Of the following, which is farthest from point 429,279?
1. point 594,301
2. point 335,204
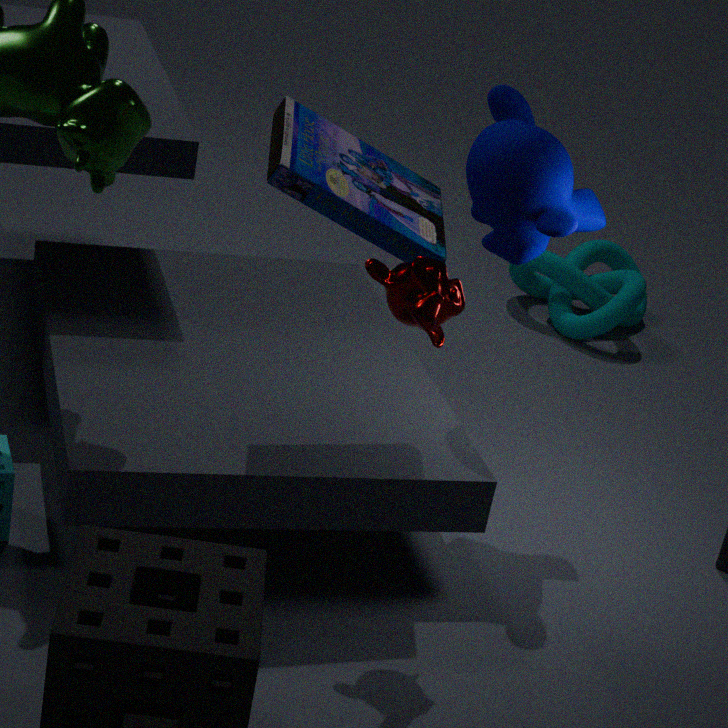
point 594,301
